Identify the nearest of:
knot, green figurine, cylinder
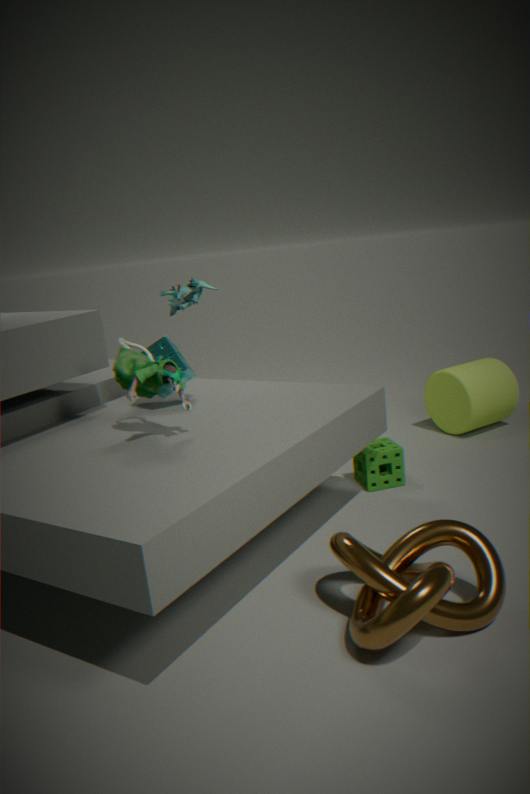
knot
